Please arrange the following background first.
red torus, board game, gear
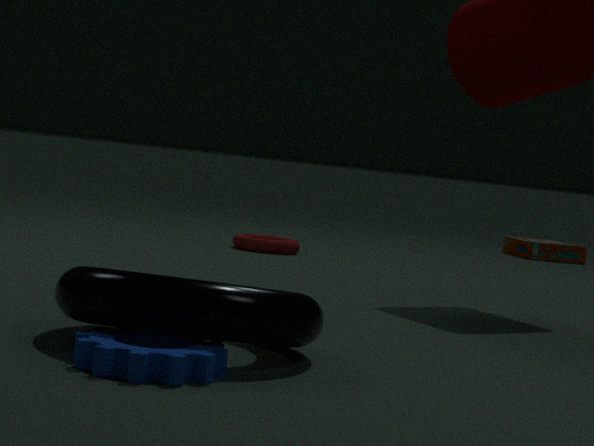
board game → red torus → gear
